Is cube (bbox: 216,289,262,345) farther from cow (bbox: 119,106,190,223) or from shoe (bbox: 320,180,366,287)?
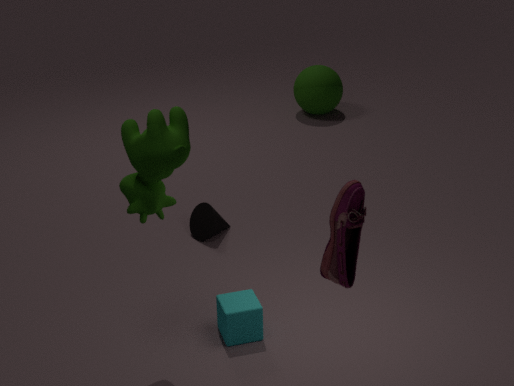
shoe (bbox: 320,180,366,287)
